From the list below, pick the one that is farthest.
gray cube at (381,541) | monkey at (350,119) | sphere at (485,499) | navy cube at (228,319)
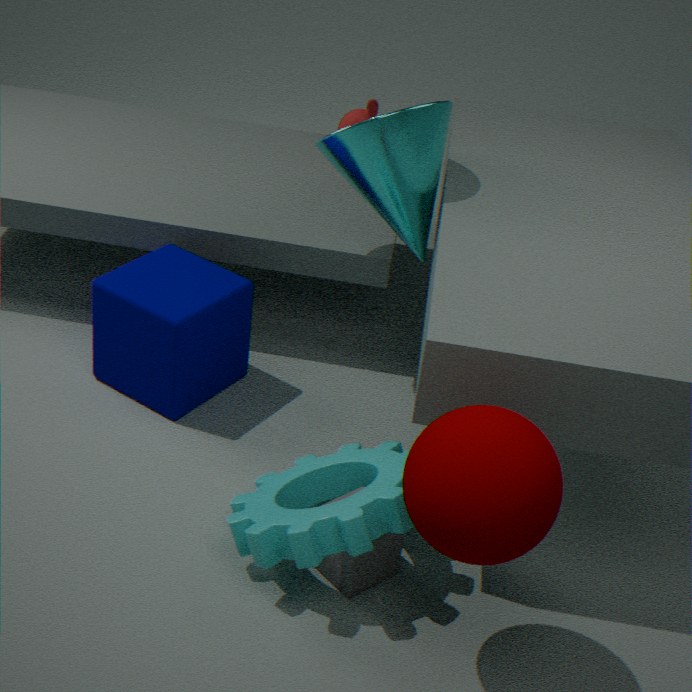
monkey at (350,119)
